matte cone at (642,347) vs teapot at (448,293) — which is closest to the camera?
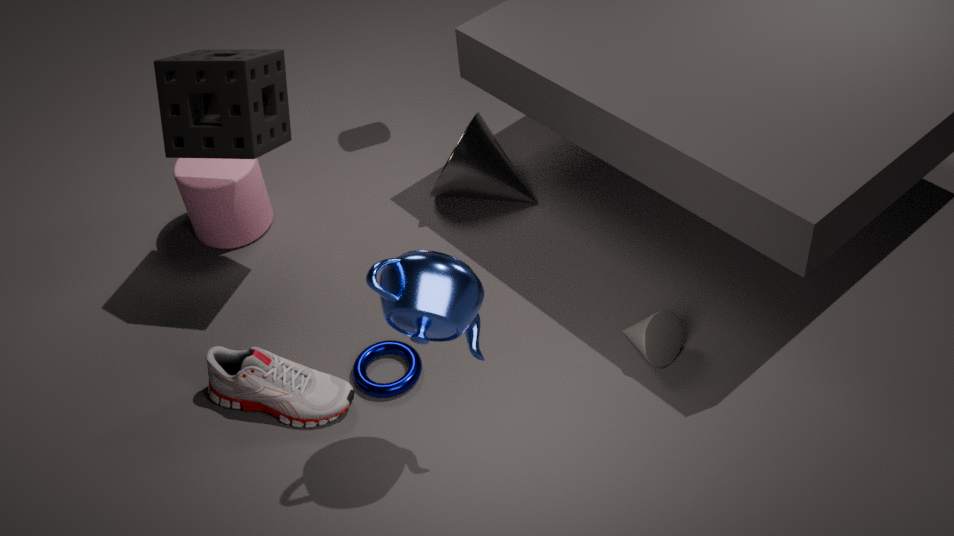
teapot at (448,293)
